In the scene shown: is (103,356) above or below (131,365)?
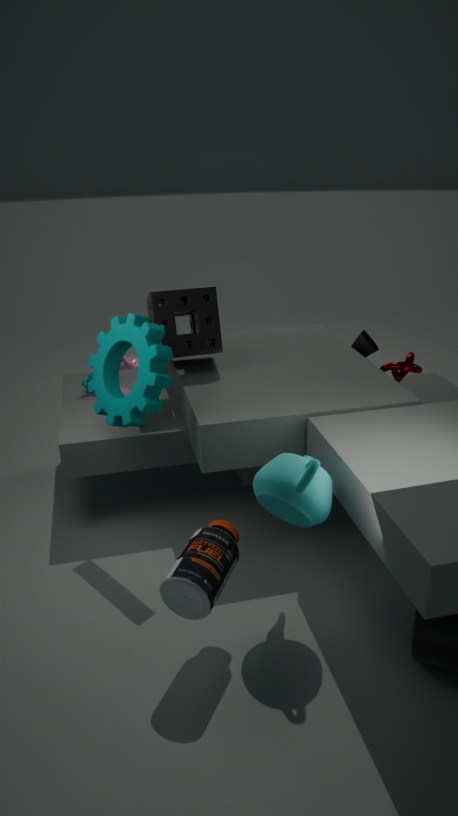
above
